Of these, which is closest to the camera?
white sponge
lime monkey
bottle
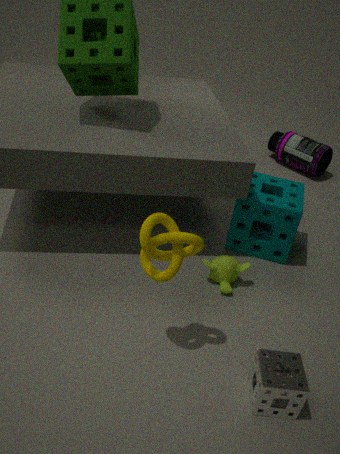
white sponge
